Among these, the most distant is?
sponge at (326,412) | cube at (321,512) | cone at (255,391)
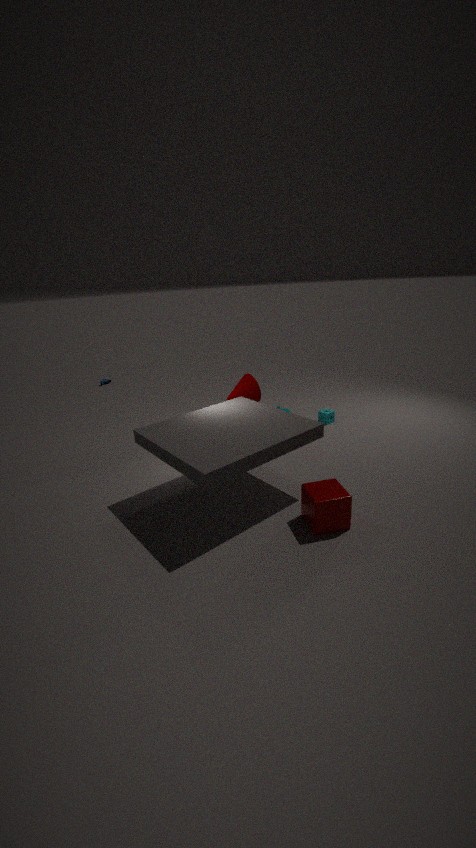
sponge at (326,412)
